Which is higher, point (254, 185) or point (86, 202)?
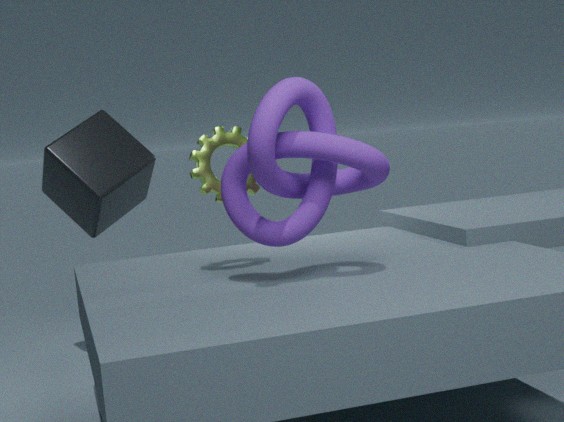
point (254, 185)
